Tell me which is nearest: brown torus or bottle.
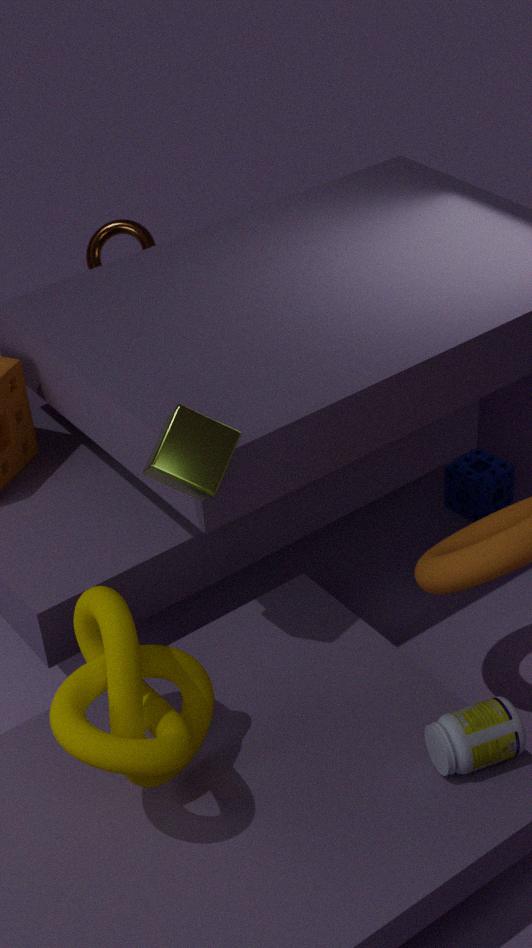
bottle
